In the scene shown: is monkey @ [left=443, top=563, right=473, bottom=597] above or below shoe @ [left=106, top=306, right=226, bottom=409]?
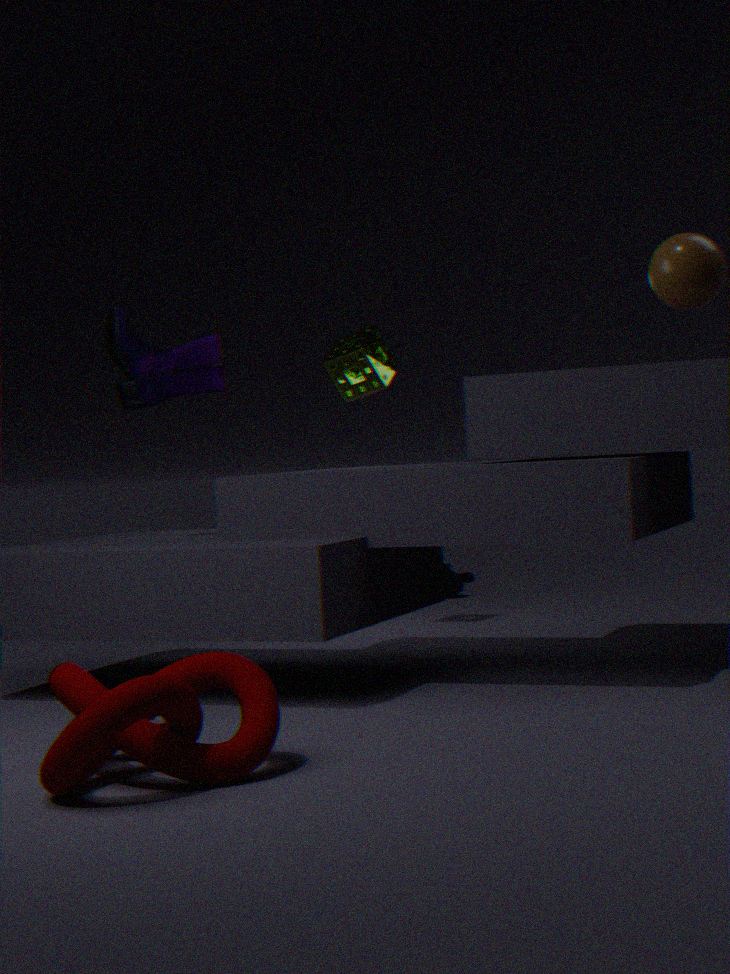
below
